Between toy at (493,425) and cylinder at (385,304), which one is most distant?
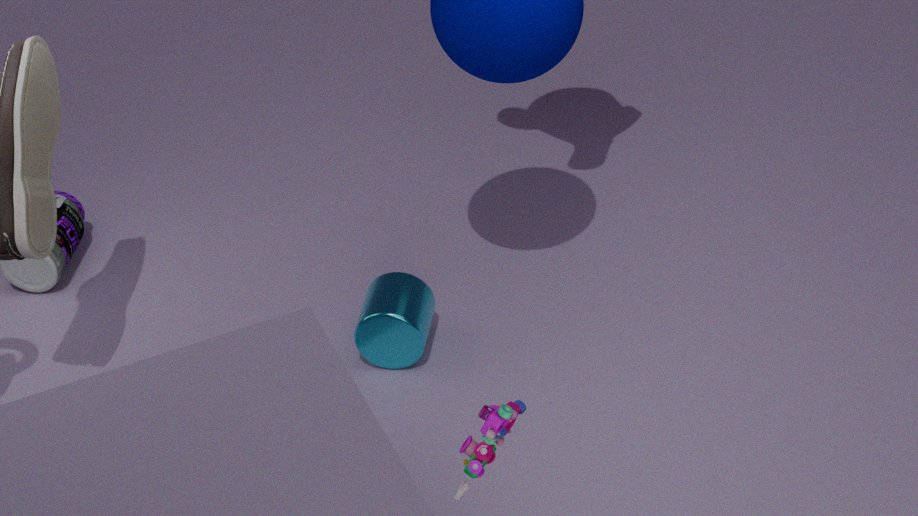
cylinder at (385,304)
